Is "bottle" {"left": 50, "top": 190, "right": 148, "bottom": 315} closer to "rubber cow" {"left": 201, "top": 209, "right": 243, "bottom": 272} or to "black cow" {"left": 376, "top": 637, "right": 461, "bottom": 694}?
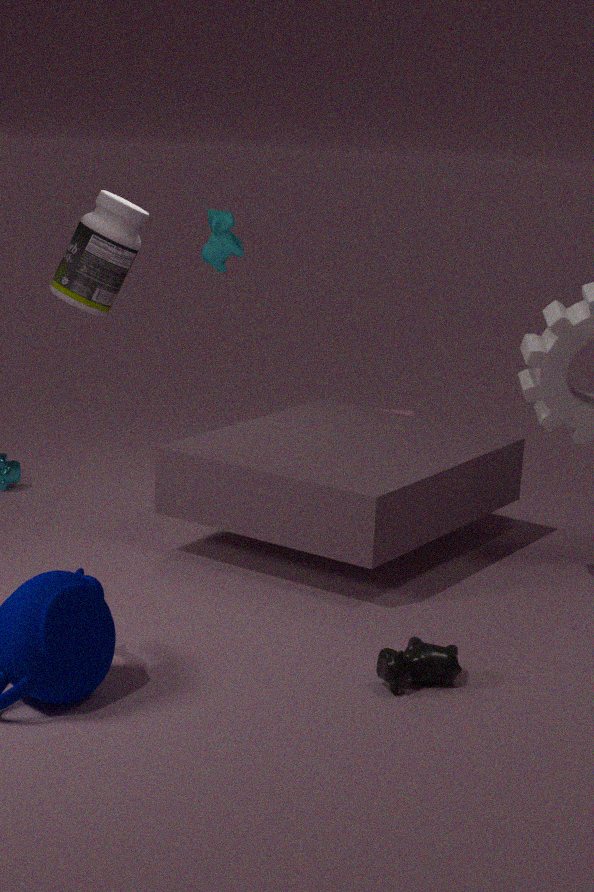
"rubber cow" {"left": 201, "top": 209, "right": 243, "bottom": 272}
